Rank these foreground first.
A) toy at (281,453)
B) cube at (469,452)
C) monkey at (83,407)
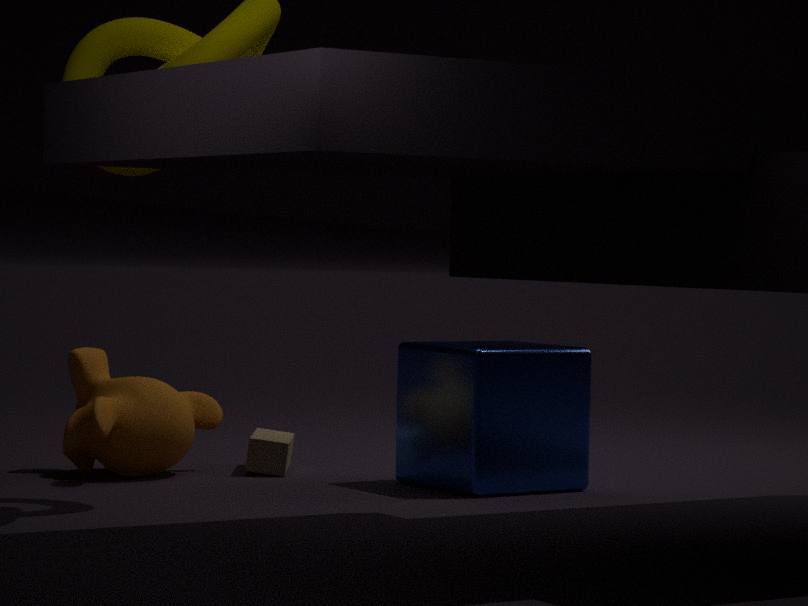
cube at (469,452)
monkey at (83,407)
toy at (281,453)
